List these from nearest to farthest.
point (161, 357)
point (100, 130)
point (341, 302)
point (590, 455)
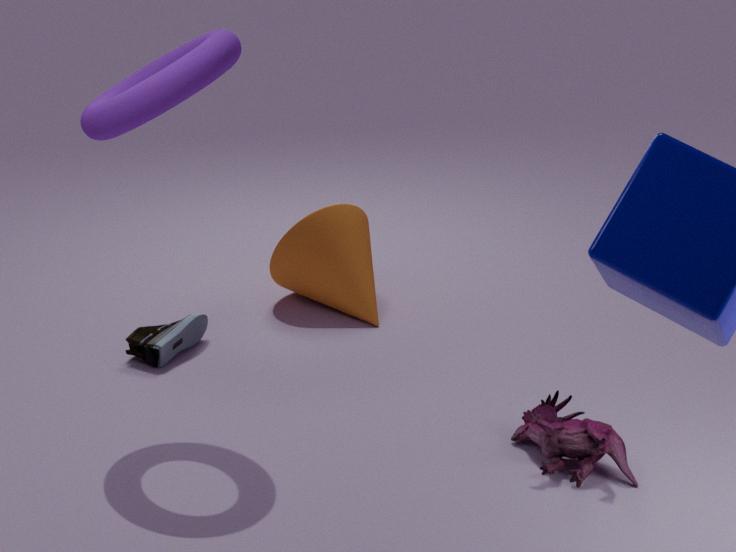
1. point (100, 130)
2. point (590, 455)
3. point (161, 357)
4. point (341, 302)
